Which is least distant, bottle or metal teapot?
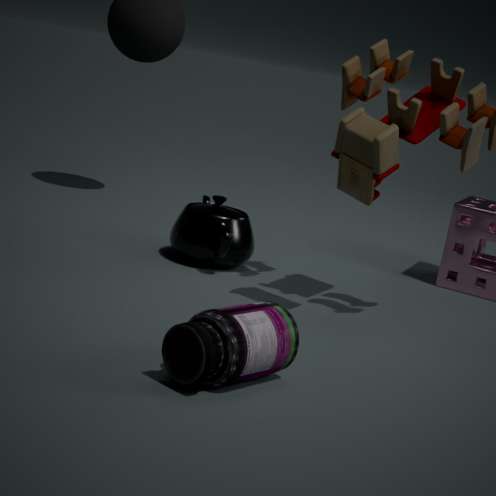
bottle
